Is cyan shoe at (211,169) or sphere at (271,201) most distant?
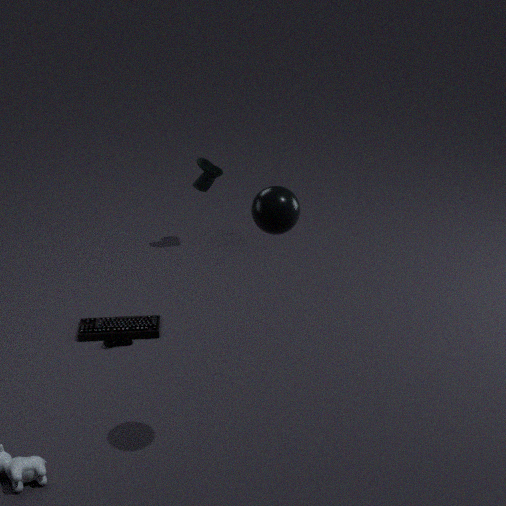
cyan shoe at (211,169)
